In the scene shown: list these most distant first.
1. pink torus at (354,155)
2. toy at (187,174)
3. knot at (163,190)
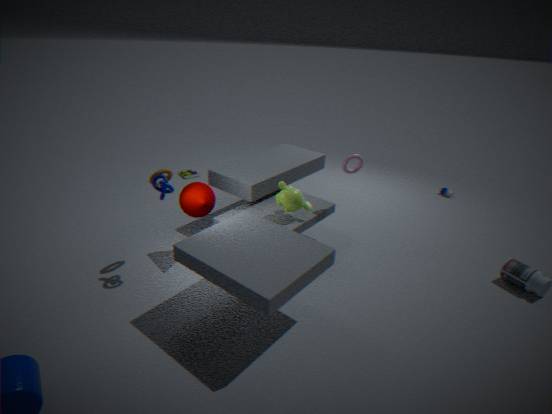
toy at (187,174) < pink torus at (354,155) < knot at (163,190)
